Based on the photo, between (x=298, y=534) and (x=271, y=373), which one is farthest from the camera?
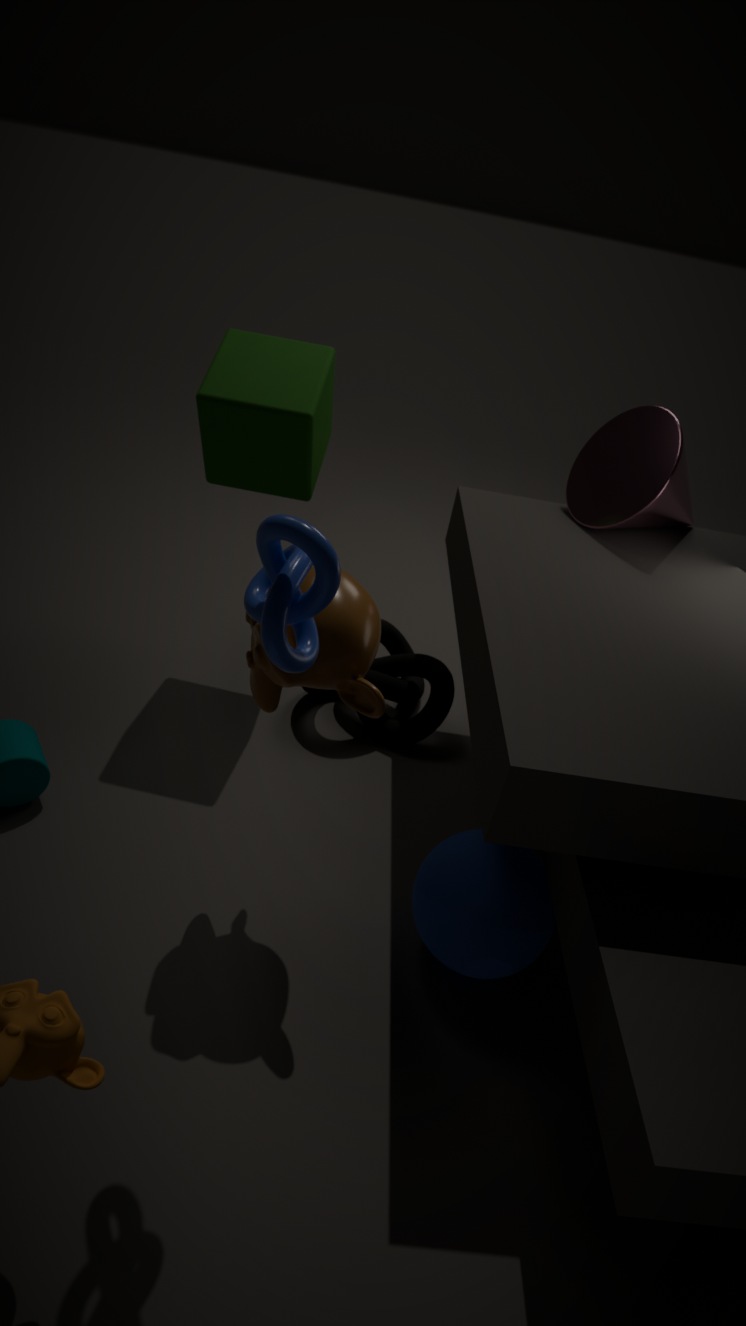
(x=271, y=373)
